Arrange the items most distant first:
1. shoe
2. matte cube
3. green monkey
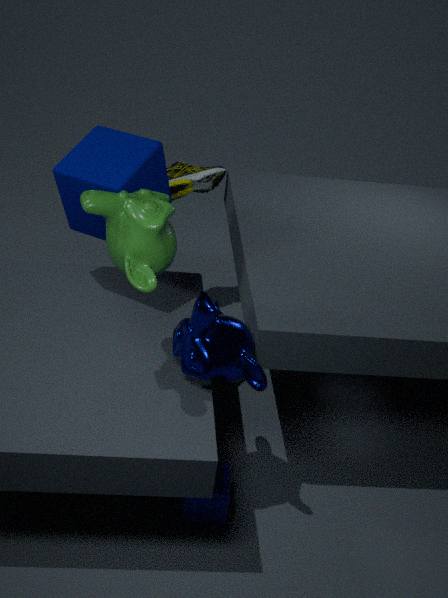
shoe → matte cube → green monkey
